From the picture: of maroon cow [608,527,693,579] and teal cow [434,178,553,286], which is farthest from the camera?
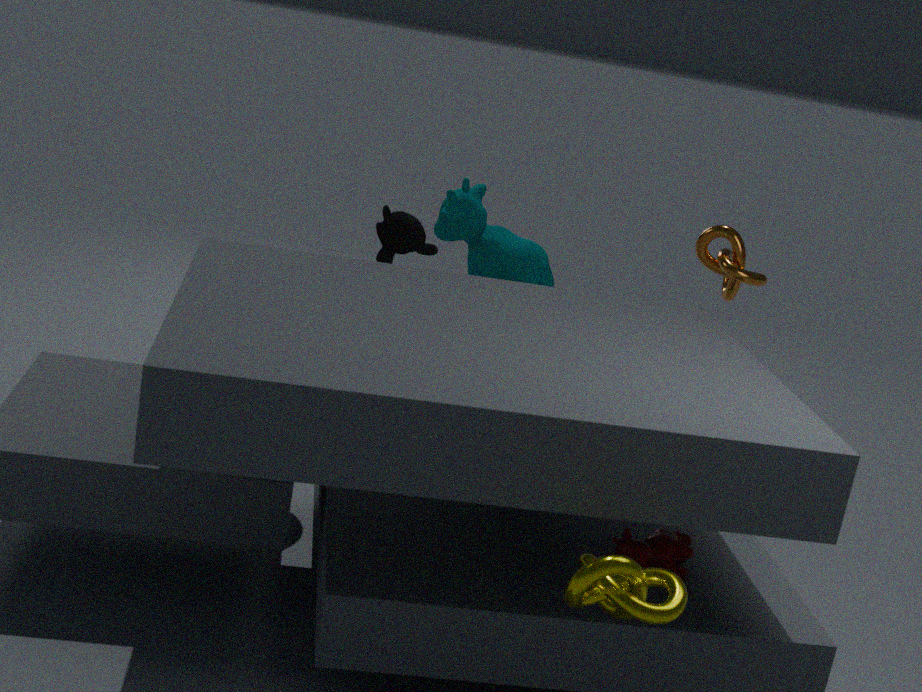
teal cow [434,178,553,286]
